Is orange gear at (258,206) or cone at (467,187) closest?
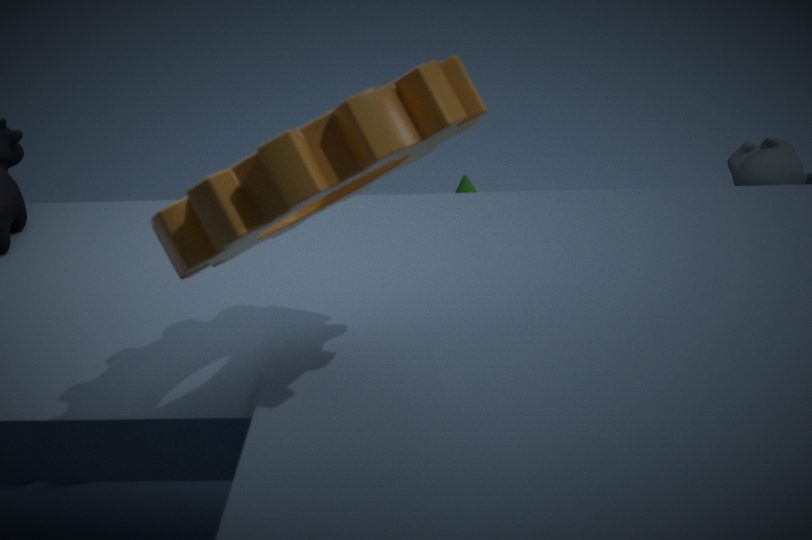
orange gear at (258,206)
